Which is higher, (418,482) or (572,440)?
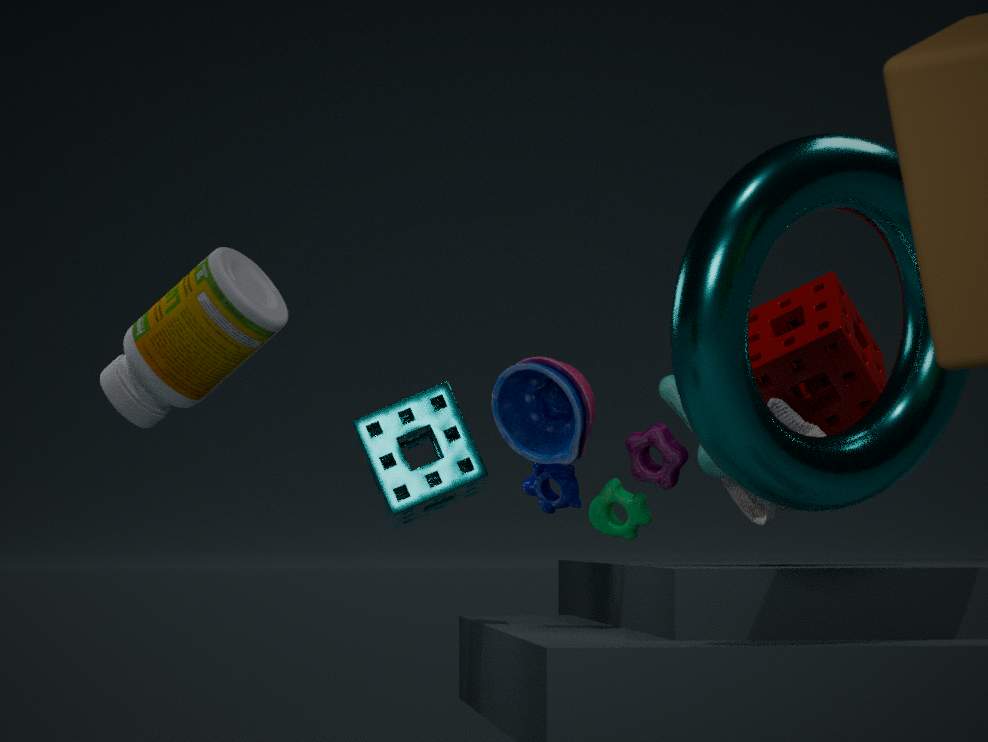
(572,440)
